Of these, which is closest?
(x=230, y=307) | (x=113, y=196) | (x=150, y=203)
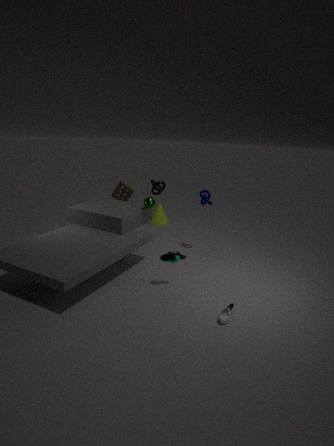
(x=230, y=307)
